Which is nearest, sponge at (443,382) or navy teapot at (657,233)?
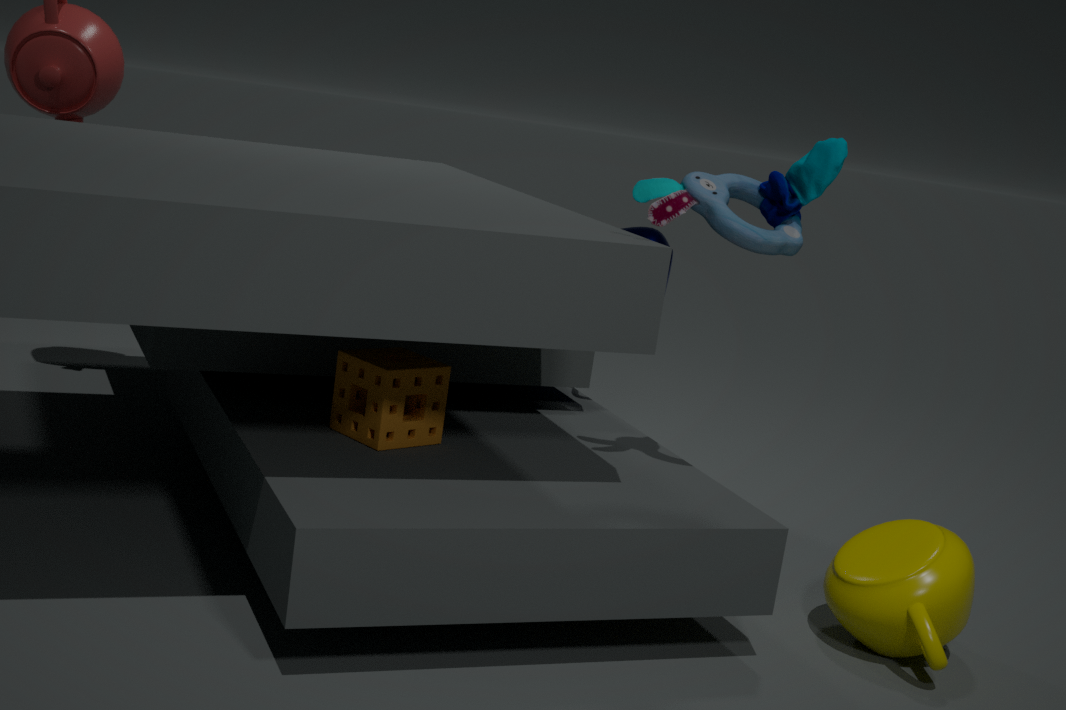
sponge at (443,382)
